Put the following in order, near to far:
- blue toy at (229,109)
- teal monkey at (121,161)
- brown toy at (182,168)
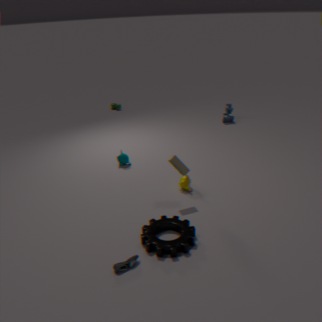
1. brown toy at (182,168)
2. teal monkey at (121,161)
3. blue toy at (229,109)
